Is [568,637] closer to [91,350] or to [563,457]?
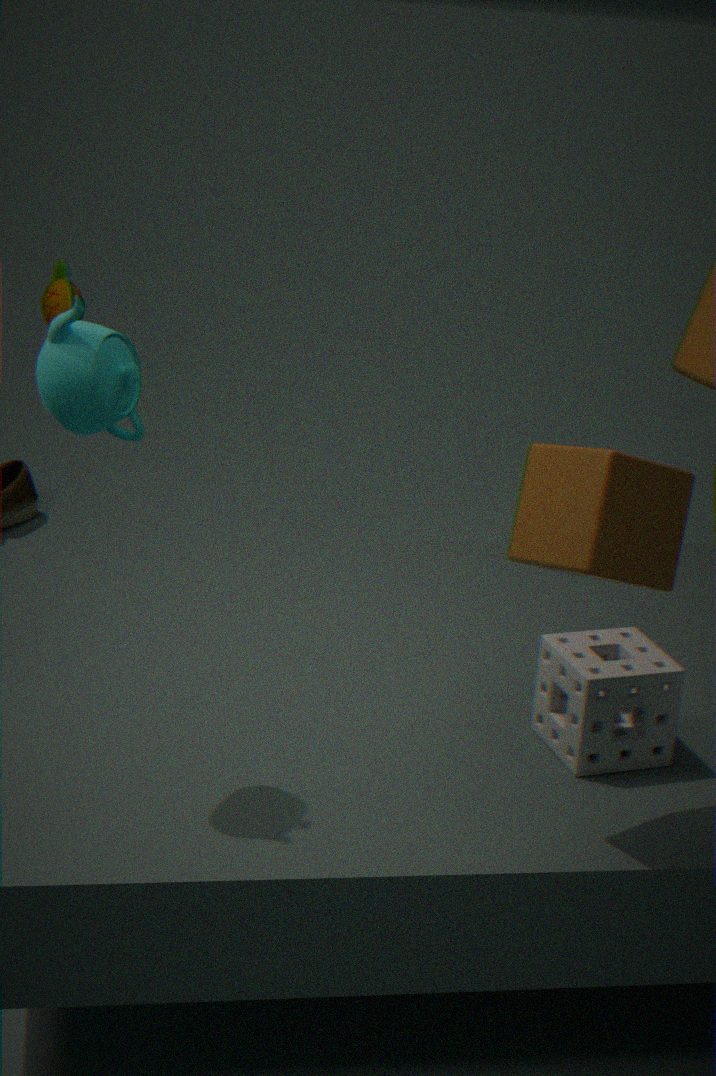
[563,457]
